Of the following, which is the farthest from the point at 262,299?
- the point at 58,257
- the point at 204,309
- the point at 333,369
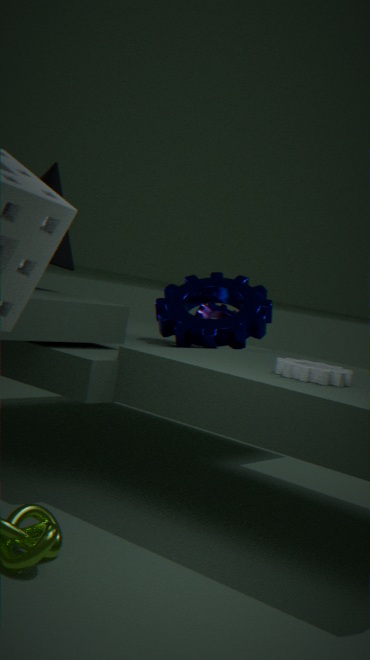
the point at 333,369
